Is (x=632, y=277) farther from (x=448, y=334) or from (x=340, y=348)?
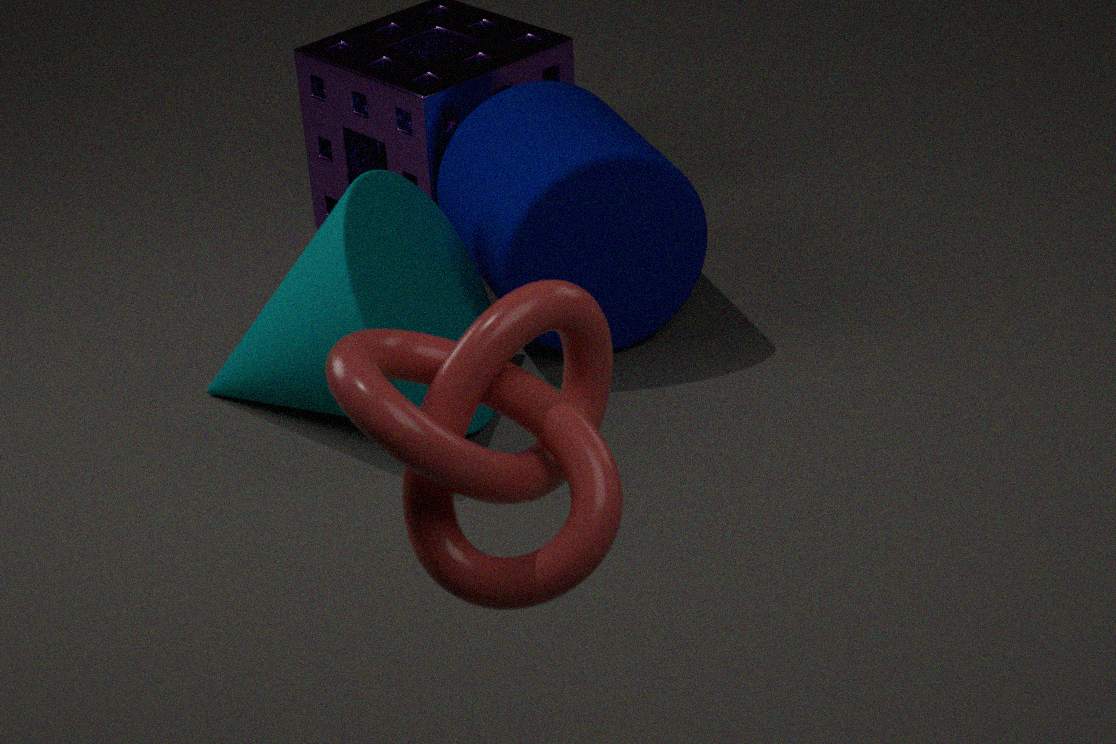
(x=340, y=348)
